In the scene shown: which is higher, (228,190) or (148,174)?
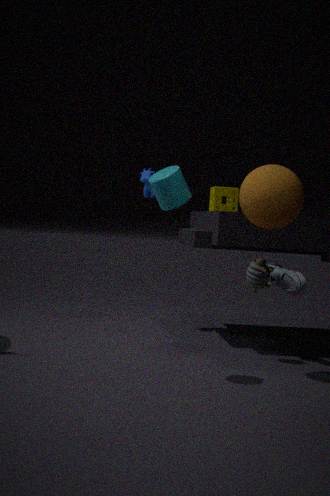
(148,174)
